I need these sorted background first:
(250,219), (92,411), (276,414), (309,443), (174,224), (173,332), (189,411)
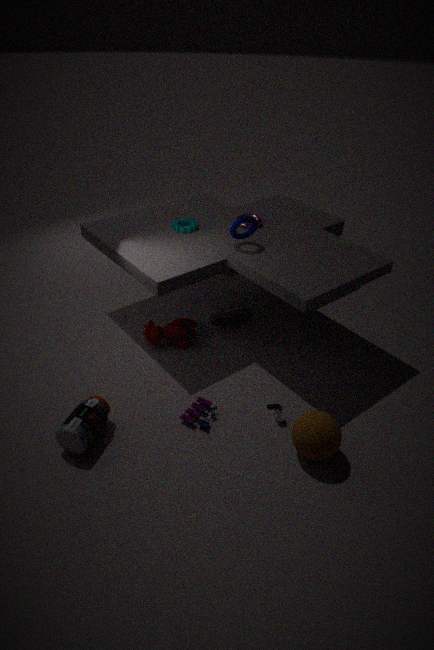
(174,224) < (173,332) < (250,219) < (189,411) < (276,414) < (92,411) < (309,443)
